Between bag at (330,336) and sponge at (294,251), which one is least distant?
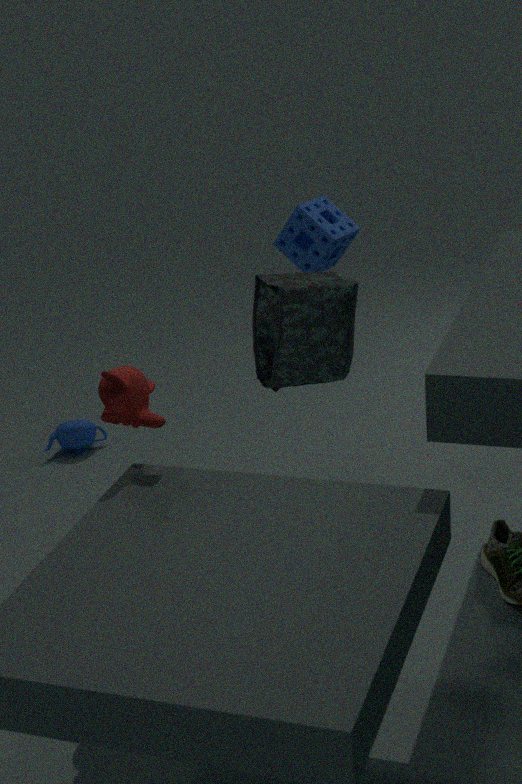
bag at (330,336)
